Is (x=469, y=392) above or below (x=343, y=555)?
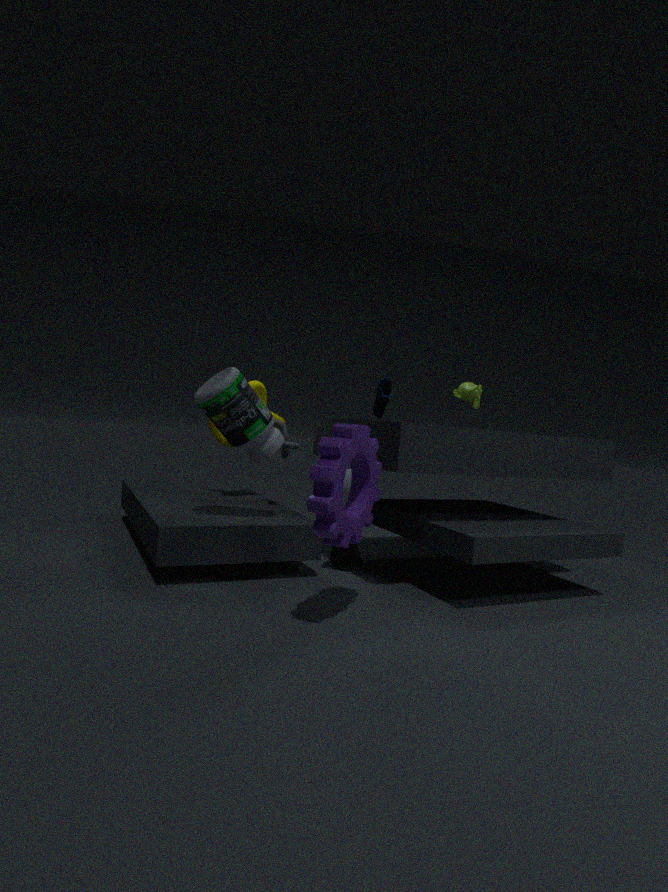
above
